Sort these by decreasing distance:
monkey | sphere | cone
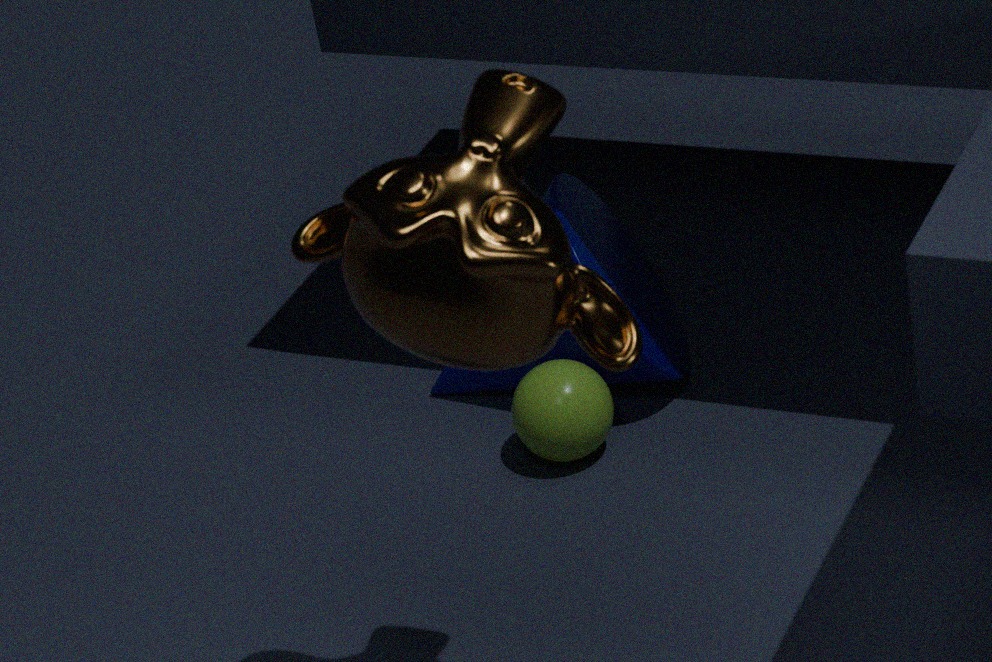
1. cone
2. sphere
3. monkey
